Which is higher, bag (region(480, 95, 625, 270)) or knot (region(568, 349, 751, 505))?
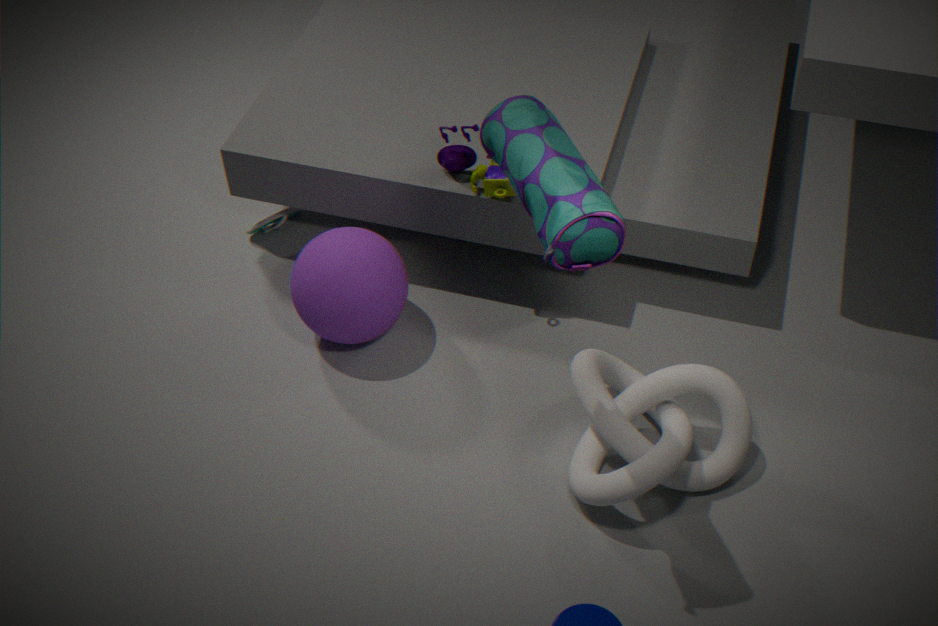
bag (region(480, 95, 625, 270))
